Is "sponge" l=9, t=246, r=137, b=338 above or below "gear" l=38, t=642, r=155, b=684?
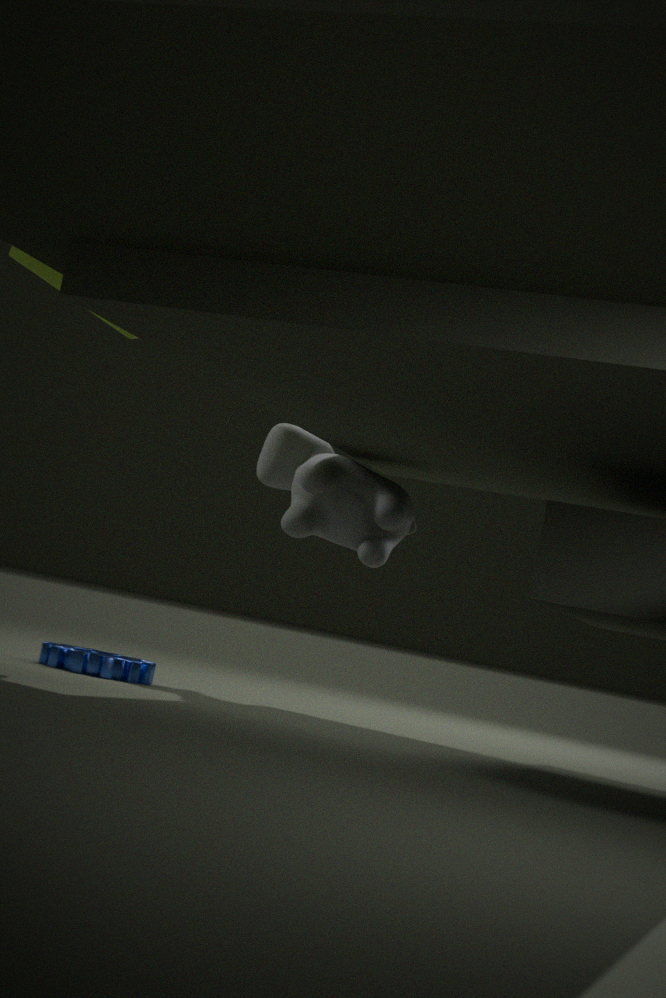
above
